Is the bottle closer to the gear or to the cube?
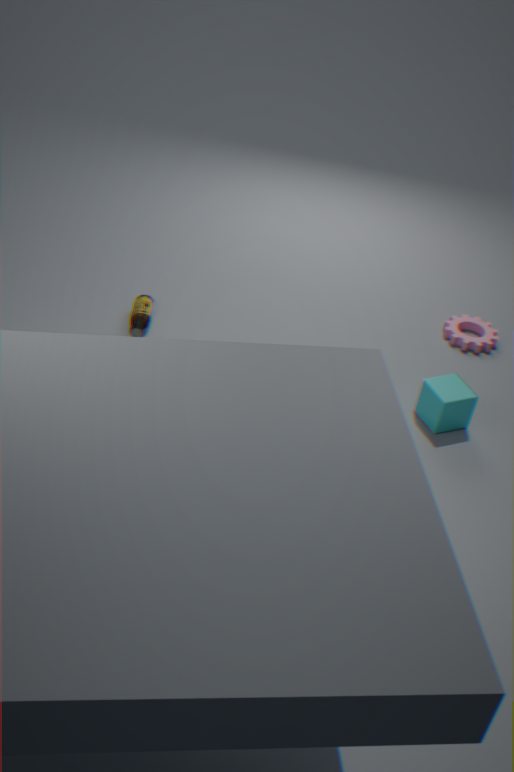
the cube
